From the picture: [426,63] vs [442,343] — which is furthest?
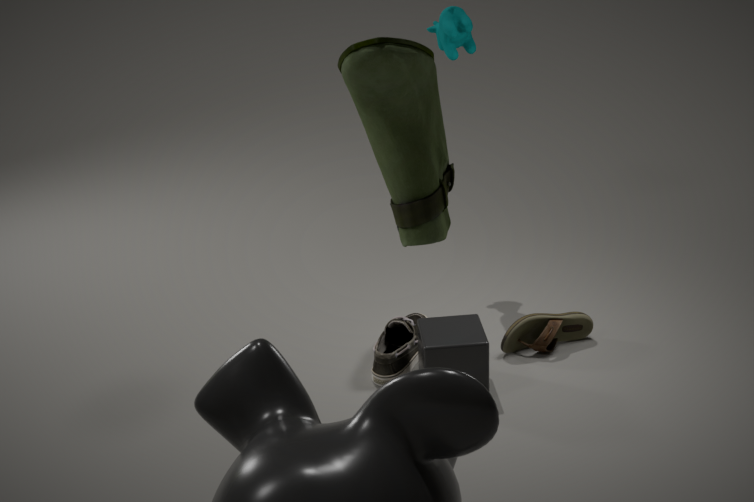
[442,343]
